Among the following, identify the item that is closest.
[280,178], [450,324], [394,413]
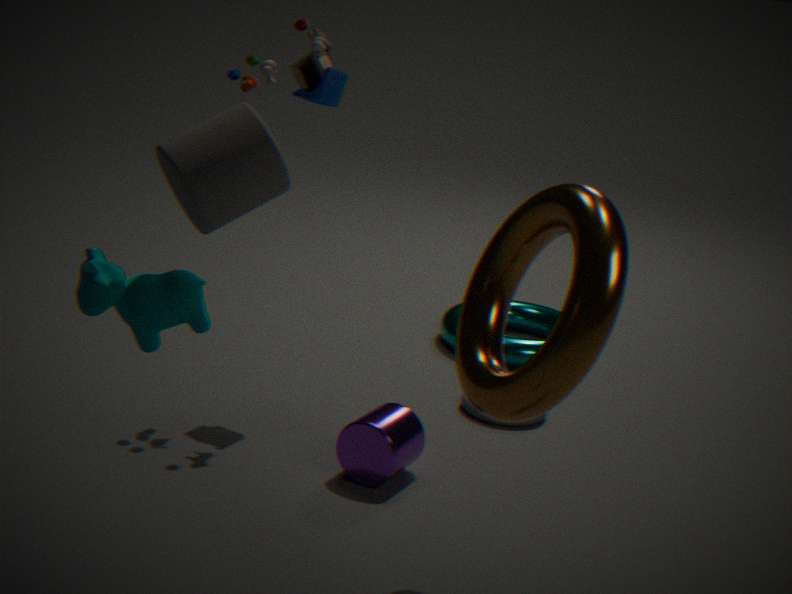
[280,178]
